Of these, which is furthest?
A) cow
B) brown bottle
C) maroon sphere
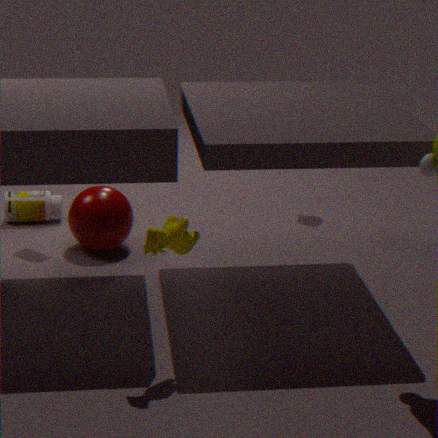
brown bottle
